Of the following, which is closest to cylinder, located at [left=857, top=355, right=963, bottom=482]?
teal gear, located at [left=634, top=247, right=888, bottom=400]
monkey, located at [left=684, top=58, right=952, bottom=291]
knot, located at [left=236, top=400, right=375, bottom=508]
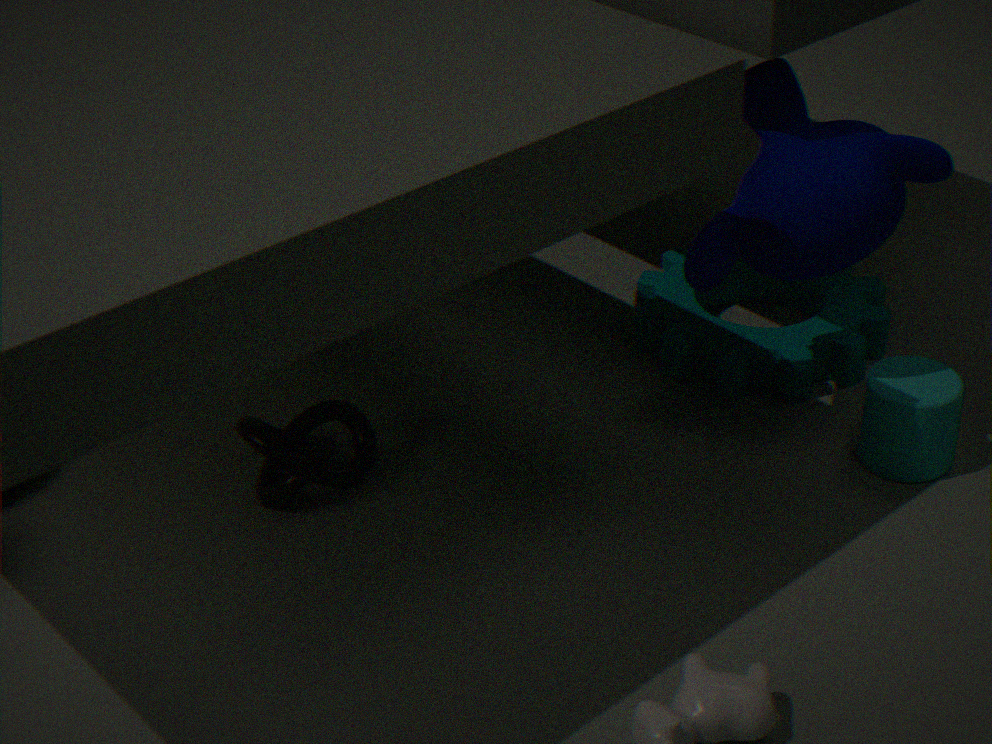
teal gear, located at [left=634, top=247, right=888, bottom=400]
